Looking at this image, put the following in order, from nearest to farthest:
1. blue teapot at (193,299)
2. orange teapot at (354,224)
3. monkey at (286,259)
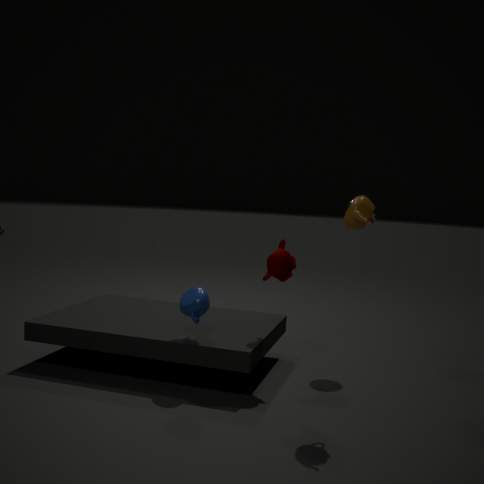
orange teapot at (354,224), blue teapot at (193,299), monkey at (286,259)
